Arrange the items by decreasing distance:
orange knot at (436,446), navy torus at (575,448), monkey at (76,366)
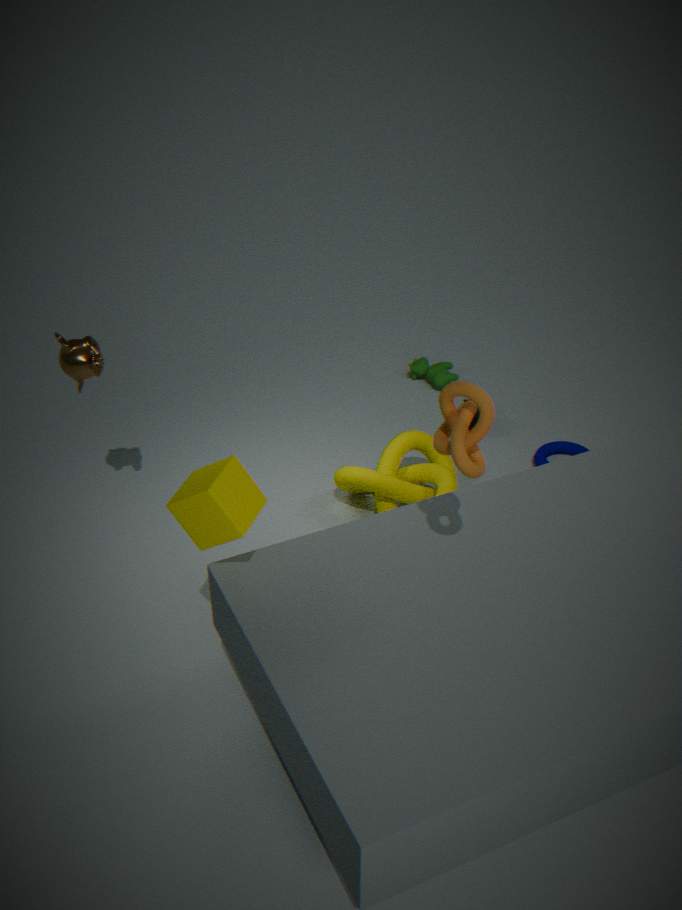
navy torus at (575,448)
monkey at (76,366)
orange knot at (436,446)
